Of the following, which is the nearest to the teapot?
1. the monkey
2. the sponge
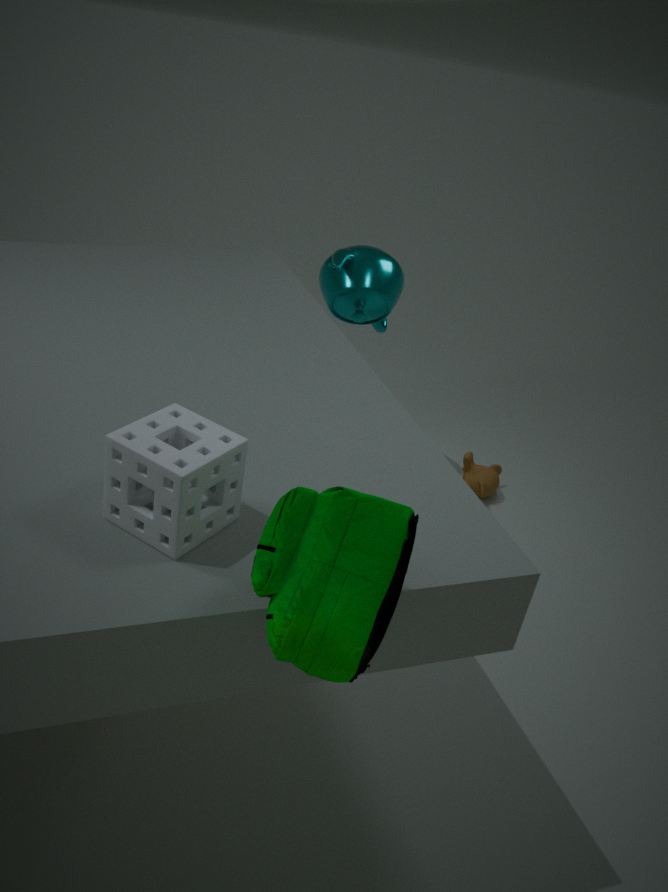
the monkey
